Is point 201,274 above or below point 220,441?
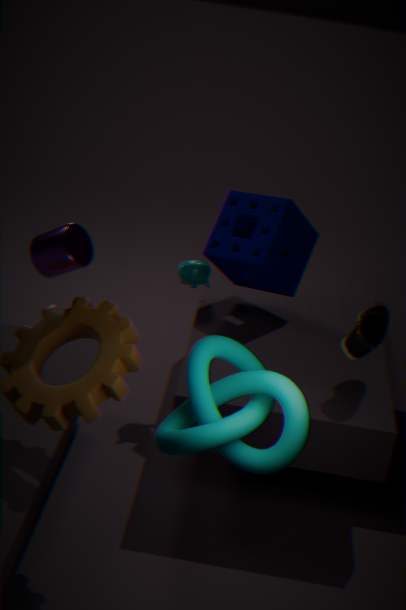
below
